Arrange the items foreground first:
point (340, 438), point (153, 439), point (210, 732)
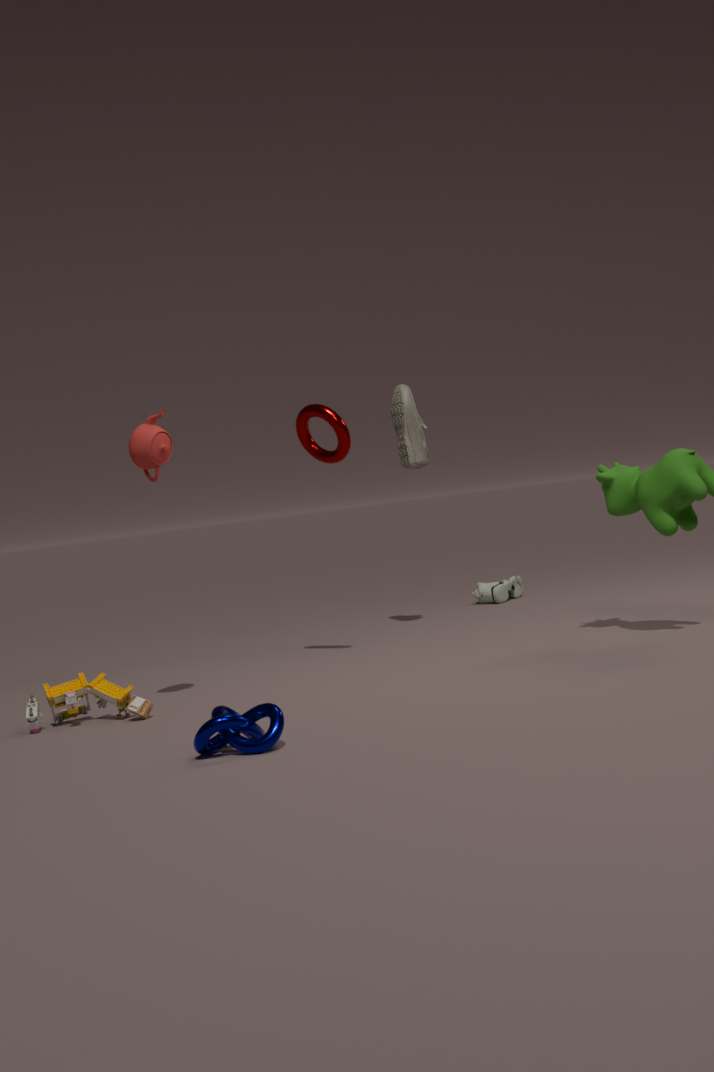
1. point (210, 732)
2. point (153, 439)
3. point (340, 438)
